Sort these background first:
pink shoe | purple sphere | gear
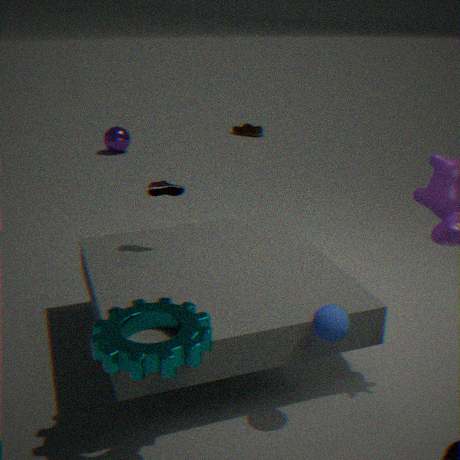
purple sphere, pink shoe, gear
